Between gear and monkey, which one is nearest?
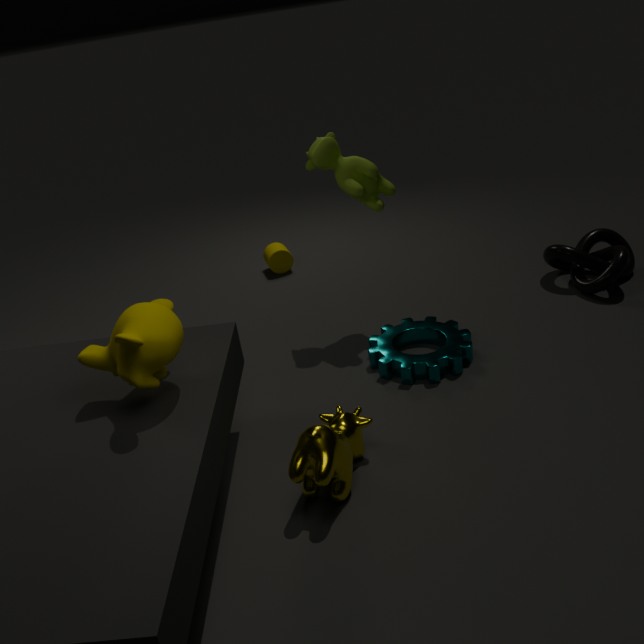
monkey
